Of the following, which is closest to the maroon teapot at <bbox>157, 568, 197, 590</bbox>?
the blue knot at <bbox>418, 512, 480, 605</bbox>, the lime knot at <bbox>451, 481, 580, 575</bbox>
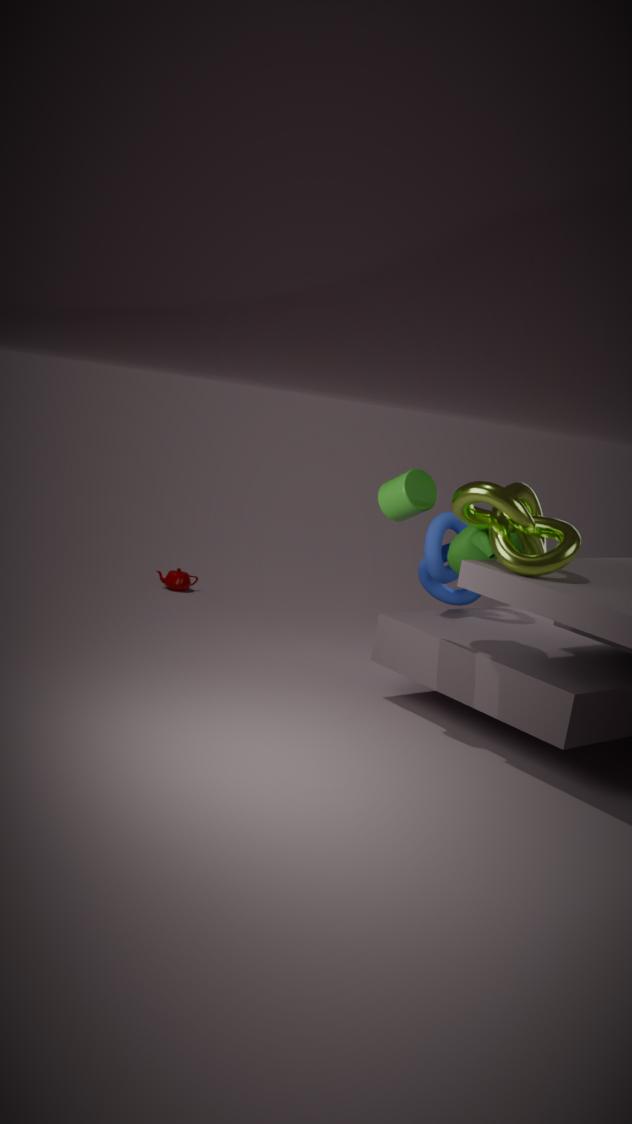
the blue knot at <bbox>418, 512, 480, 605</bbox>
